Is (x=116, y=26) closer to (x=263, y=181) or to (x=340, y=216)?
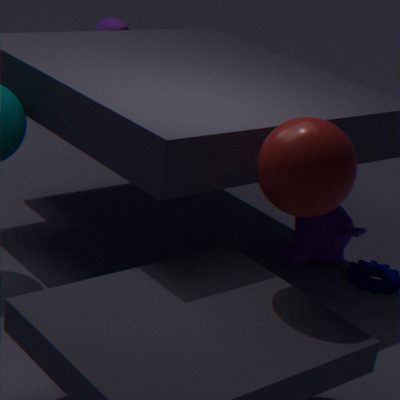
(x=340, y=216)
